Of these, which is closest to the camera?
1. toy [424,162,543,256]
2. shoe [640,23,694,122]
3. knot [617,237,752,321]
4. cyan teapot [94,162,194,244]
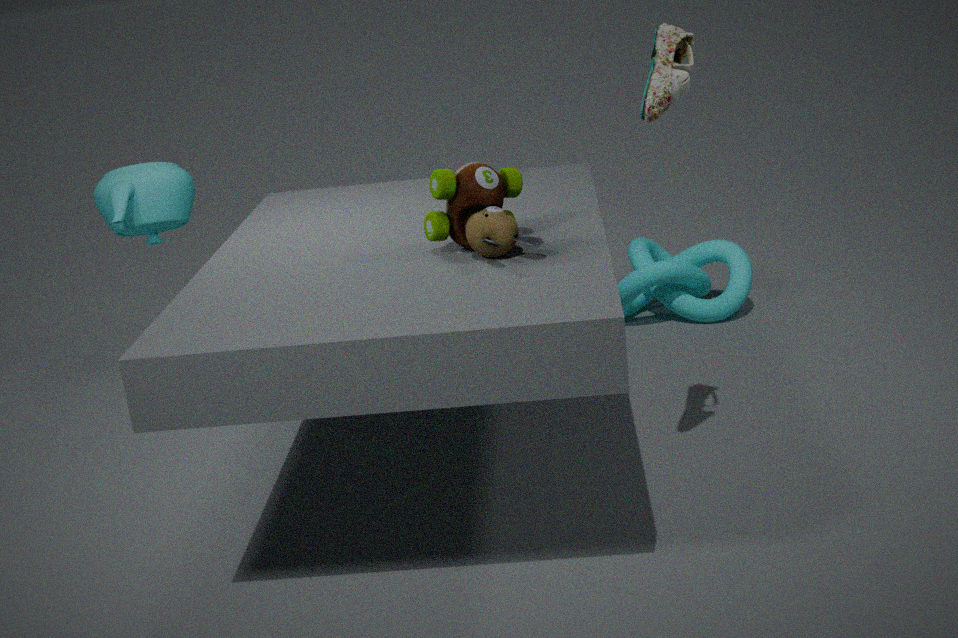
shoe [640,23,694,122]
